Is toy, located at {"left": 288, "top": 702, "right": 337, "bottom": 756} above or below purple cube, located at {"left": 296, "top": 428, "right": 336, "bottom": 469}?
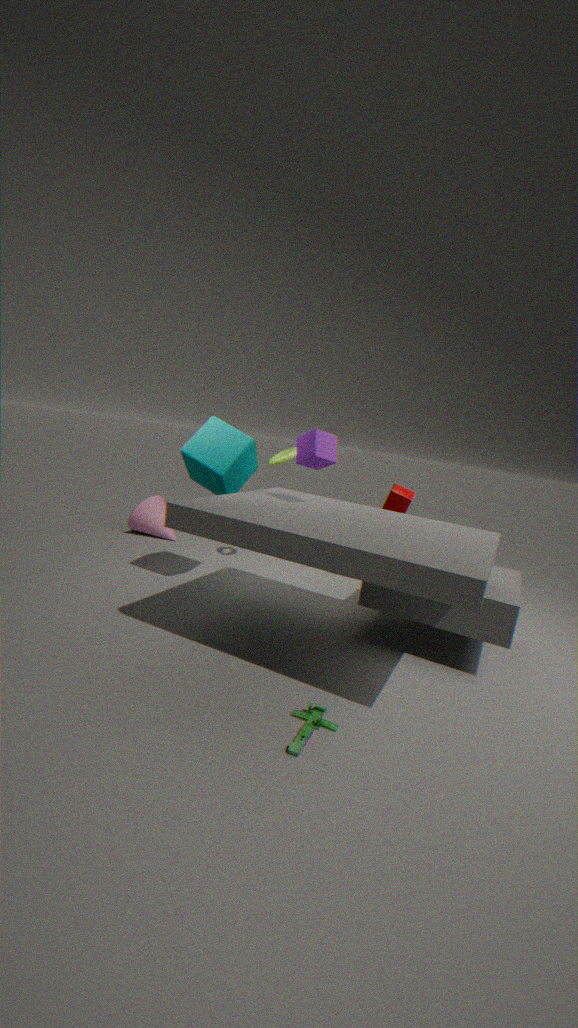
below
